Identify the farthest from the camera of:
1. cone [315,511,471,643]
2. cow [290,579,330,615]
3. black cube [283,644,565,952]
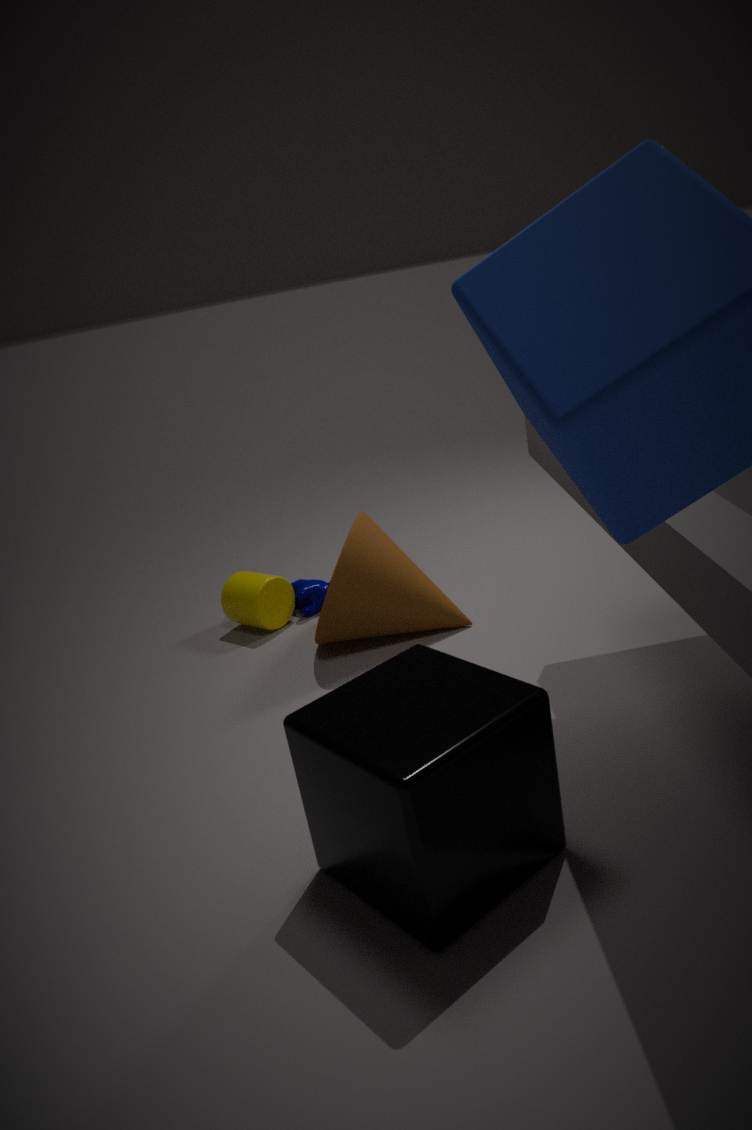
cow [290,579,330,615]
